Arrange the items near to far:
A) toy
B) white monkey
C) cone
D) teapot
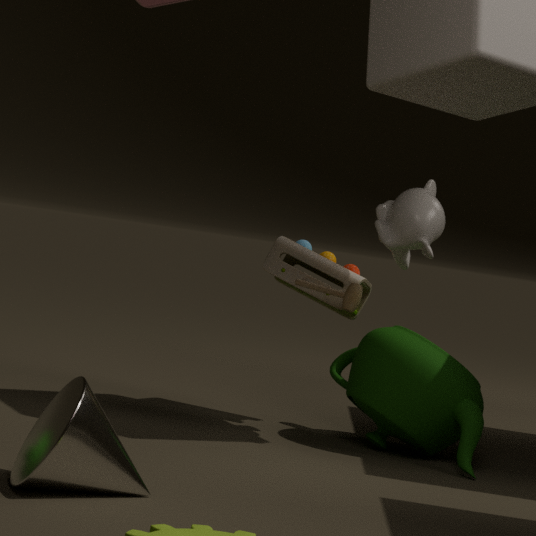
1. cone
2. white monkey
3. teapot
4. toy
